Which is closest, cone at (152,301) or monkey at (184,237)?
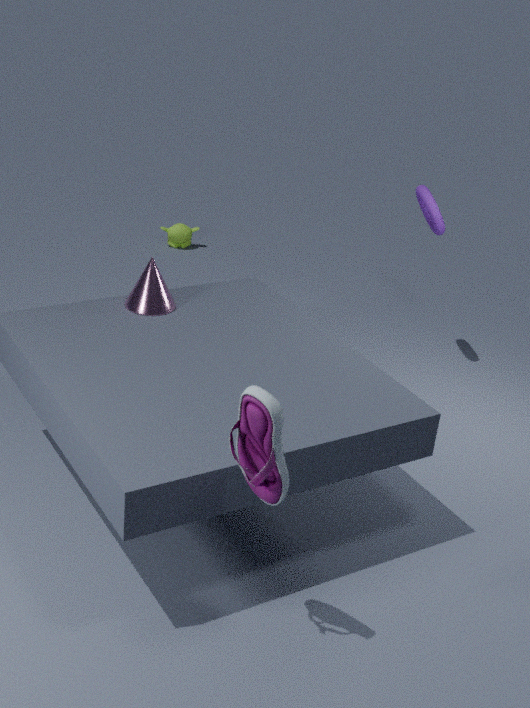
cone at (152,301)
